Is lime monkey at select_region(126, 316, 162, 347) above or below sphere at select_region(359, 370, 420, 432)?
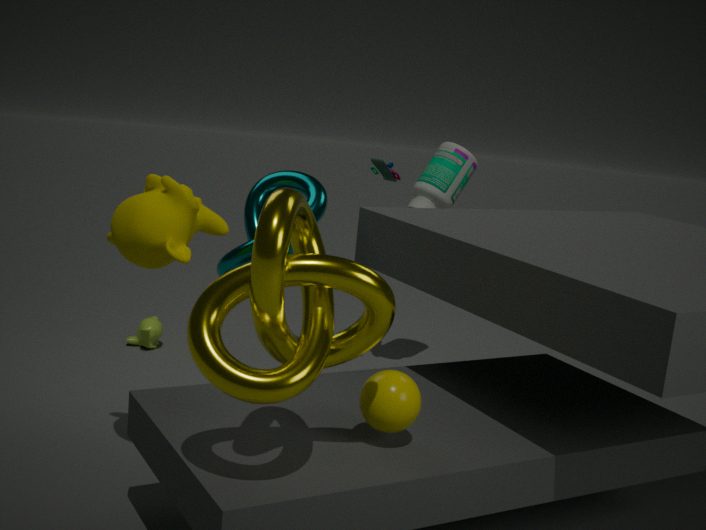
below
